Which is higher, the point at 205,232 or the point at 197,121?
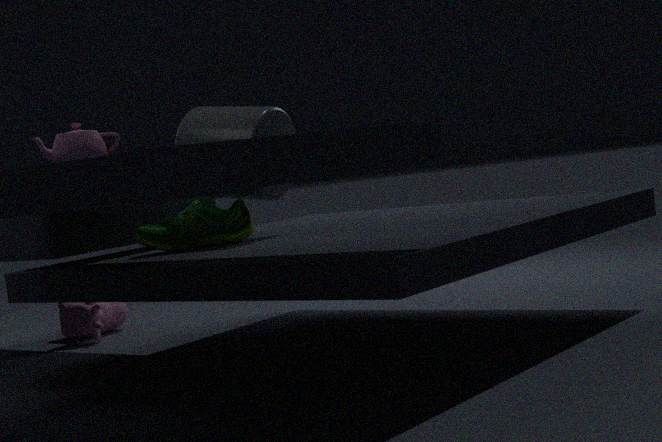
the point at 197,121
